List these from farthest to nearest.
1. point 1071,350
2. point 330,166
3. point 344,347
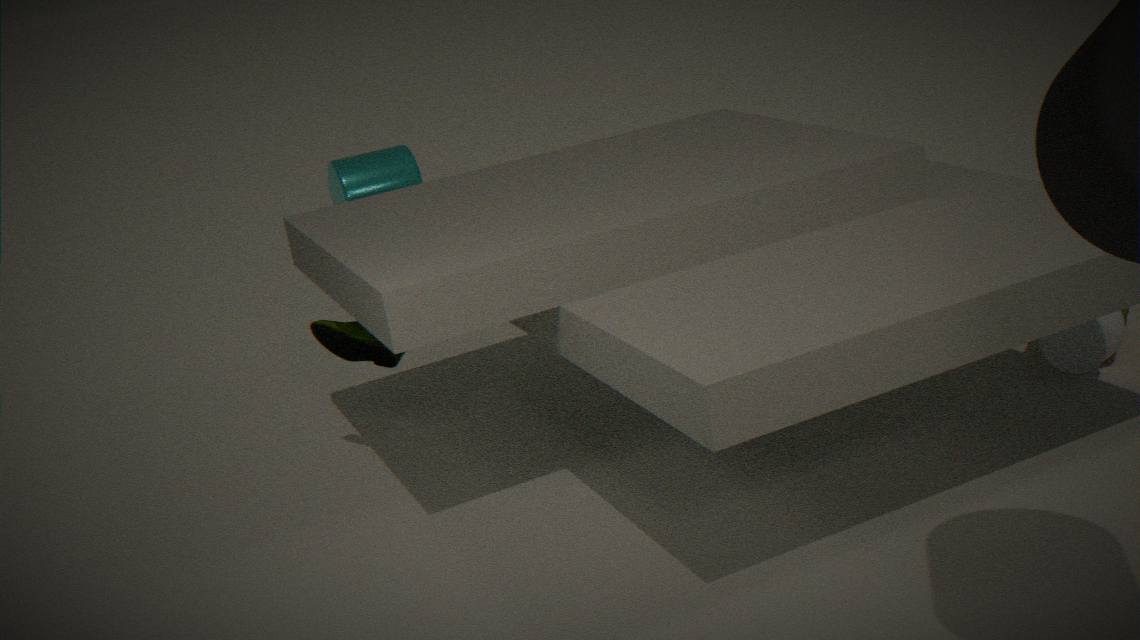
1. point 330,166
2. point 344,347
3. point 1071,350
